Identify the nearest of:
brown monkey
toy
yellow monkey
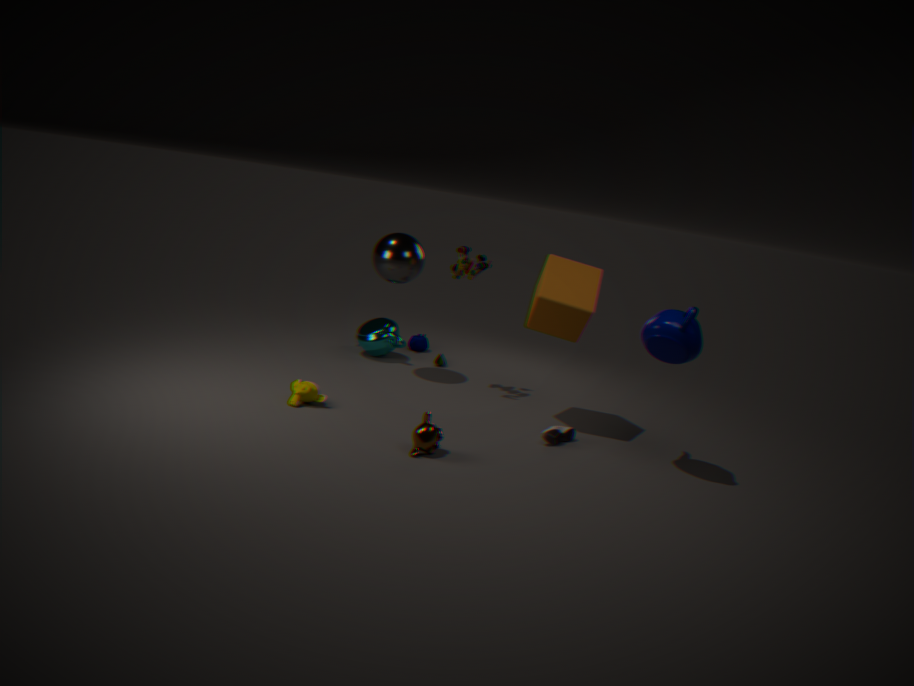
brown monkey
